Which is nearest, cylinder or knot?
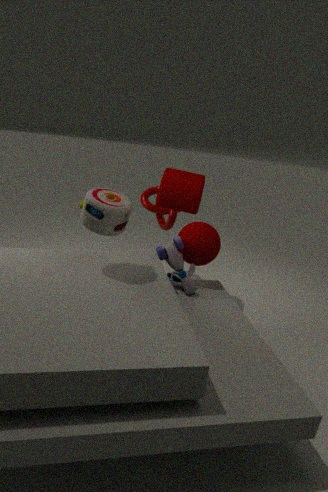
cylinder
